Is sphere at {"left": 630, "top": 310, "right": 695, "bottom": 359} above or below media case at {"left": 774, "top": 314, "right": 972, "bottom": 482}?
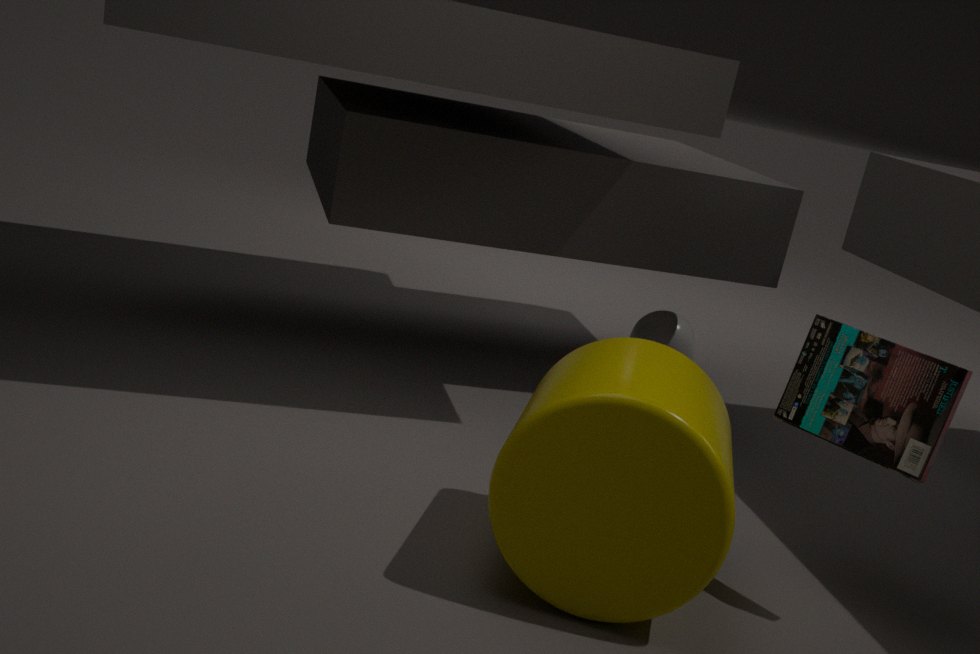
below
